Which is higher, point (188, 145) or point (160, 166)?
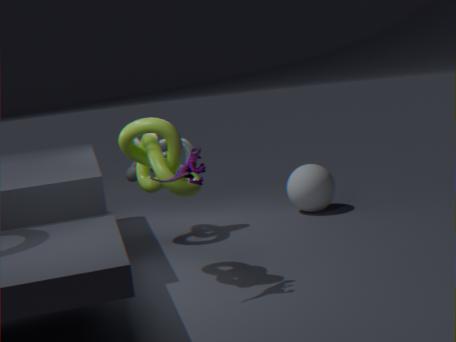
point (160, 166)
